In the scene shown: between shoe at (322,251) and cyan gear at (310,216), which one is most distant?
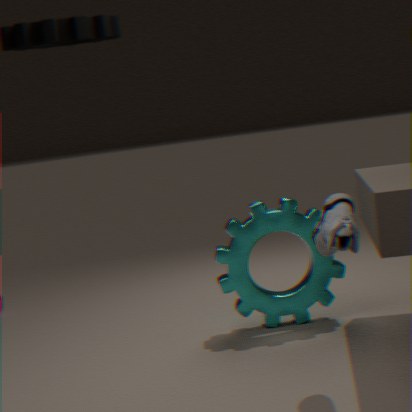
cyan gear at (310,216)
